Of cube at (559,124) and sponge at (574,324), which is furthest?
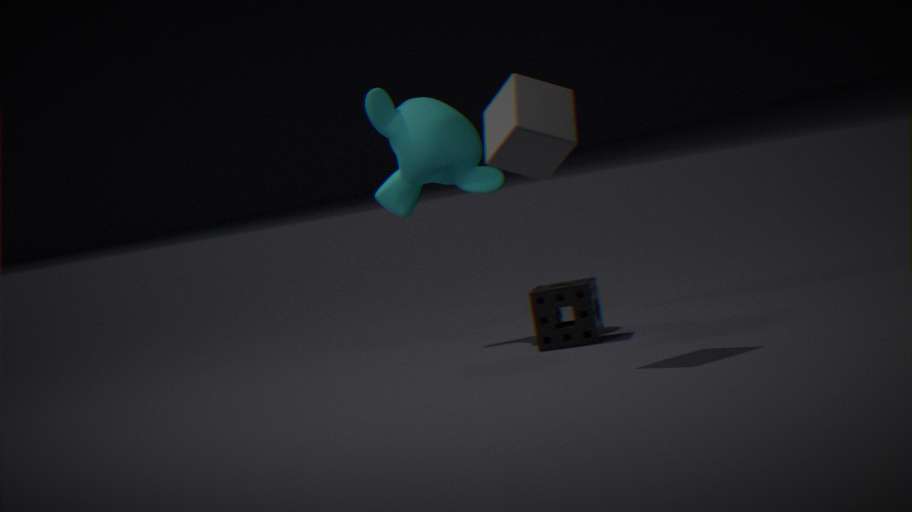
sponge at (574,324)
